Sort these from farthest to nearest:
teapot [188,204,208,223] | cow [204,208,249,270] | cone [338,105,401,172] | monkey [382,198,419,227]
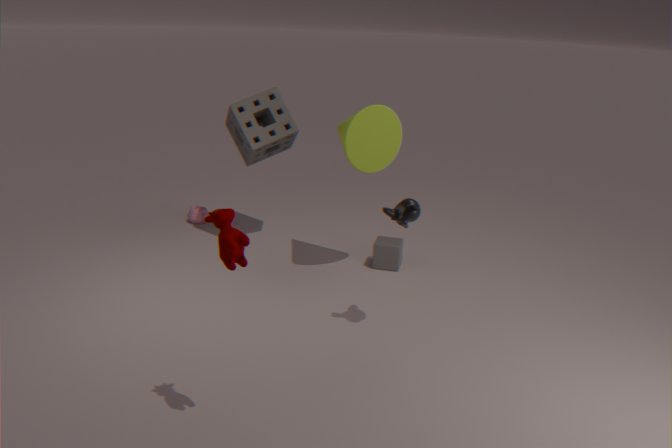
teapot [188,204,208,223], cone [338,105,401,172], monkey [382,198,419,227], cow [204,208,249,270]
